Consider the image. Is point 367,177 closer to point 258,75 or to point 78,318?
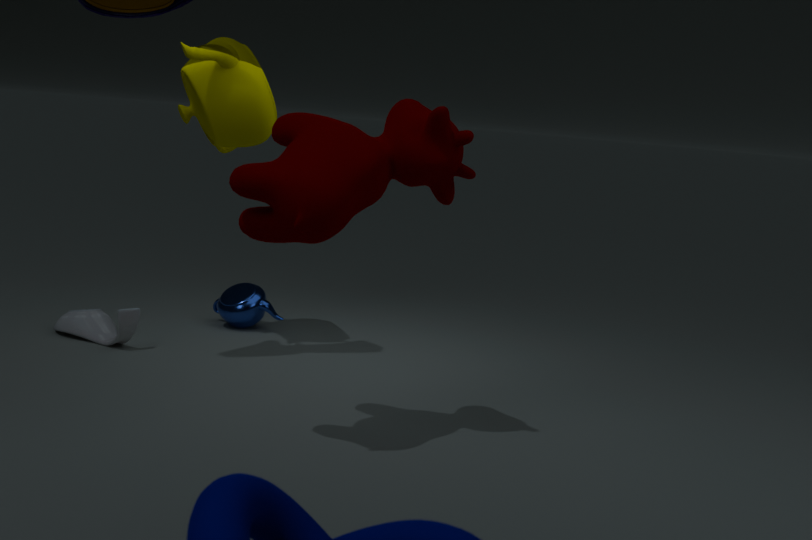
point 258,75
